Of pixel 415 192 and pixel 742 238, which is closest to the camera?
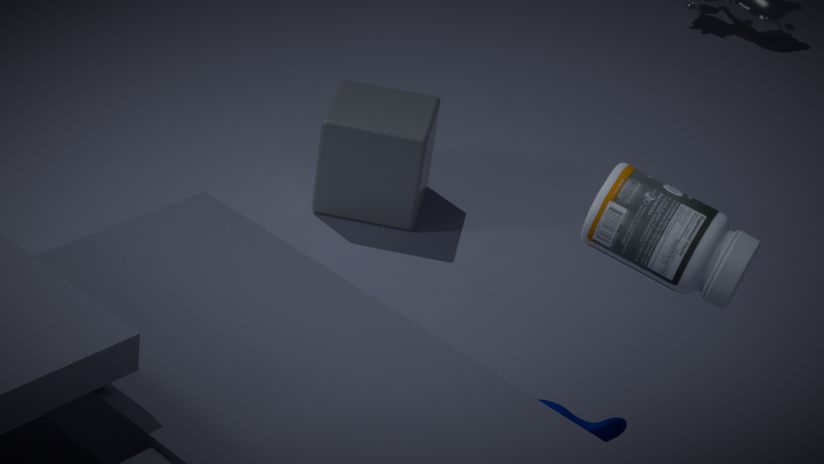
pixel 742 238
